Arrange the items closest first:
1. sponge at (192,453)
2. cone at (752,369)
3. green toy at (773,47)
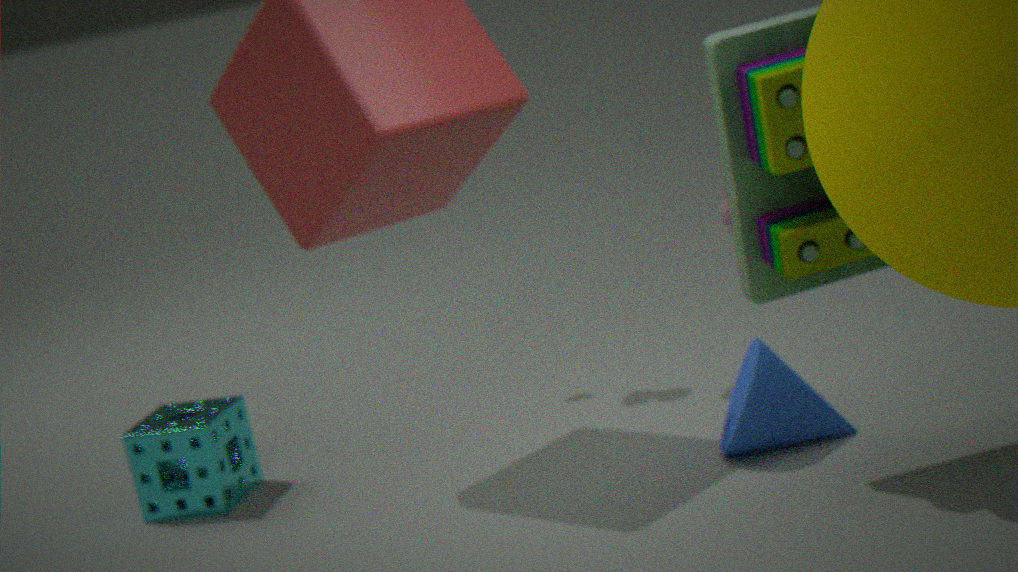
green toy at (773,47) → cone at (752,369) → sponge at (192,453)
